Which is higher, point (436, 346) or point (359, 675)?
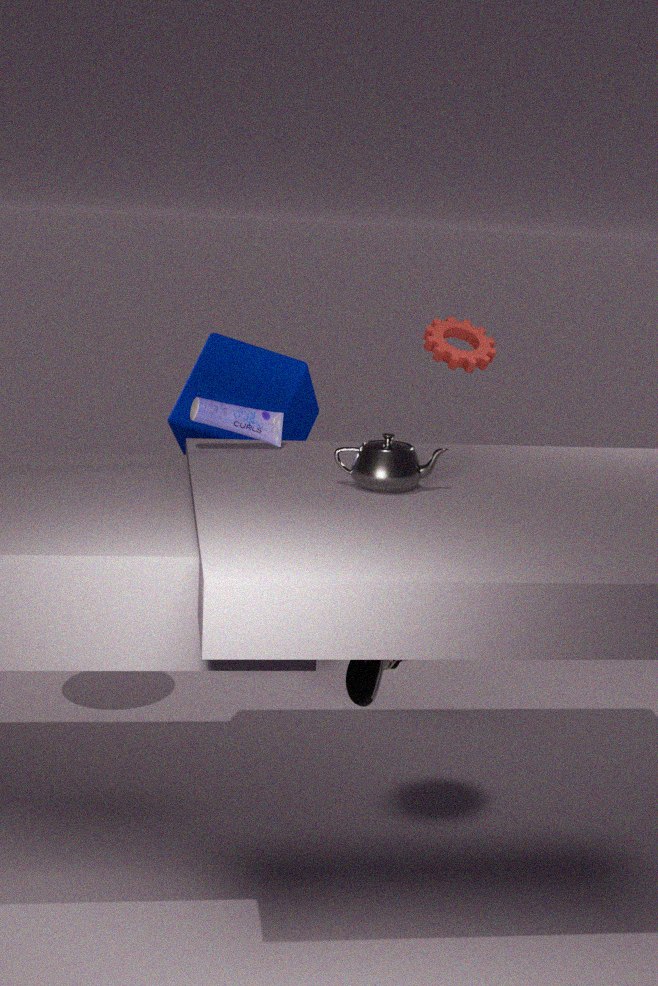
point (436, 346)
